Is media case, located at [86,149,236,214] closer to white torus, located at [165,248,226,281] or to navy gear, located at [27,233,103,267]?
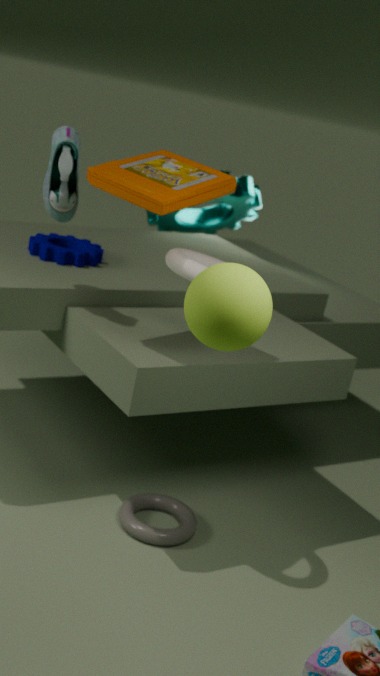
white torus, located at [165,248,226,281]
